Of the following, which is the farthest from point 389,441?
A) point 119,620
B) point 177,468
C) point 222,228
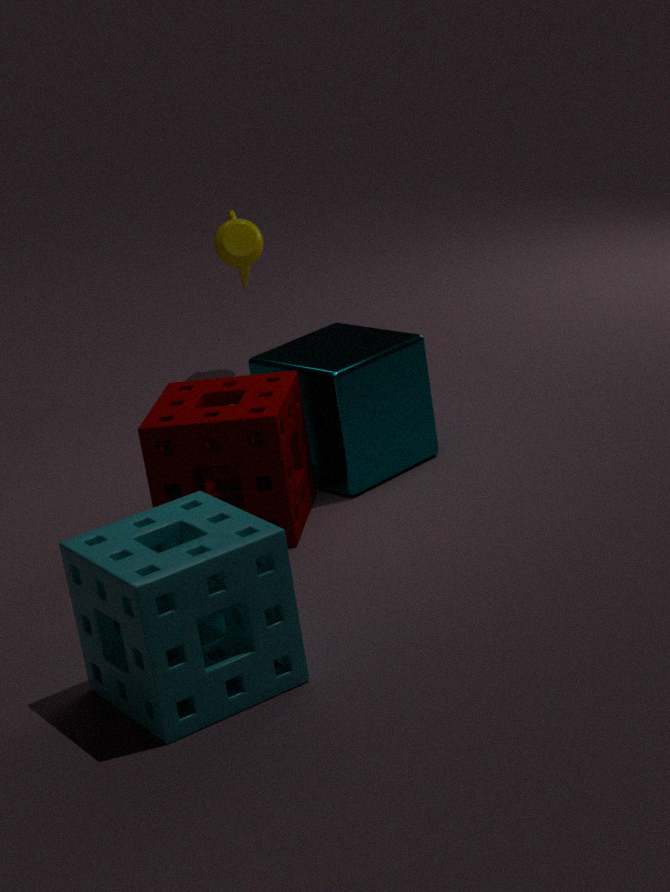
point 119,620
